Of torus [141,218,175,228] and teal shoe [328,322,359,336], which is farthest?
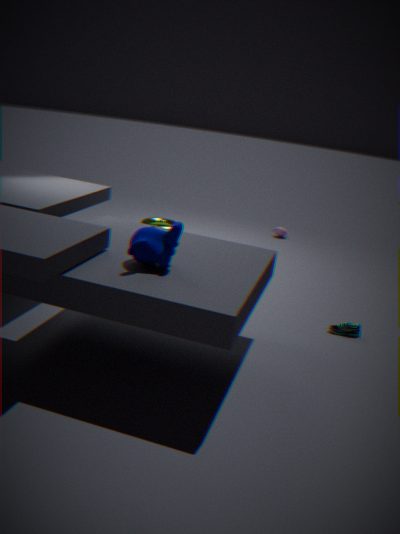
torus [141,218,175,228]
